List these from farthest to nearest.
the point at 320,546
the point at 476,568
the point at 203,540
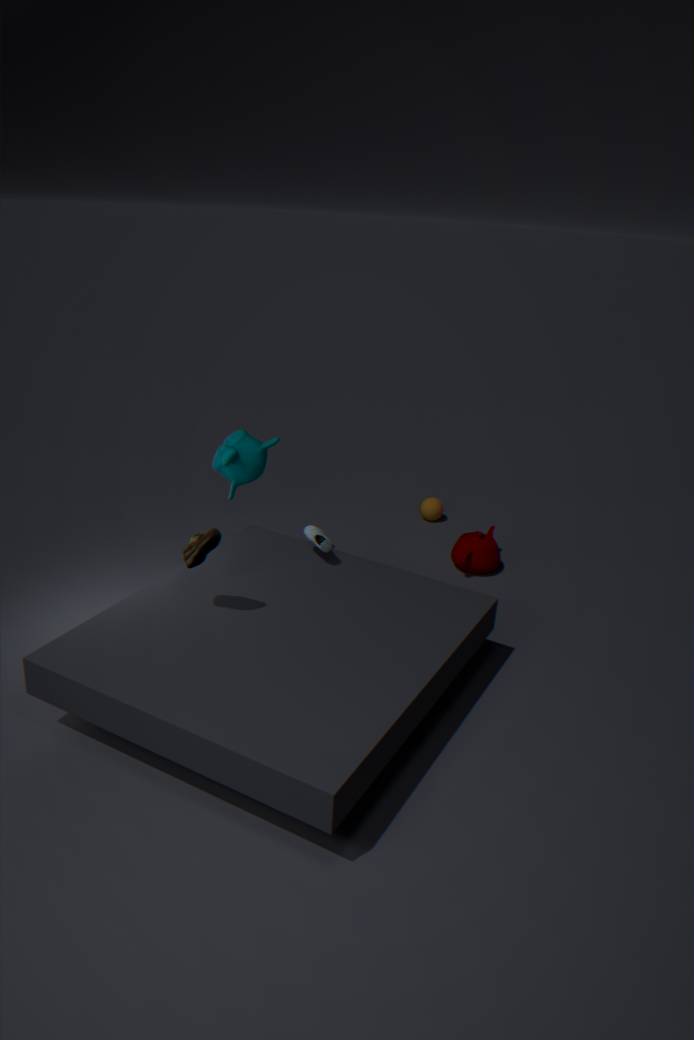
the point at 476,568, the point at 320,546, the point at 203,540
